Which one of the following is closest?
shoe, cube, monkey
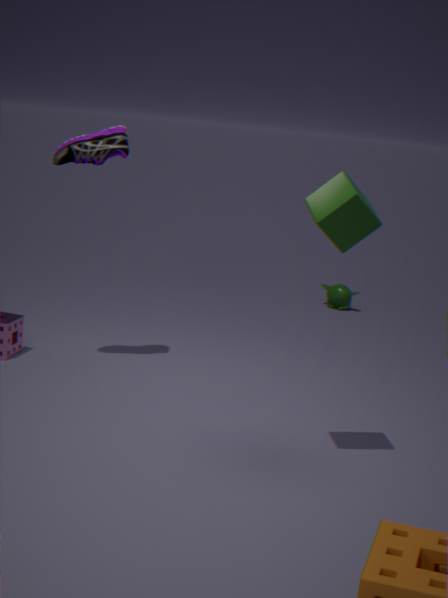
cube
